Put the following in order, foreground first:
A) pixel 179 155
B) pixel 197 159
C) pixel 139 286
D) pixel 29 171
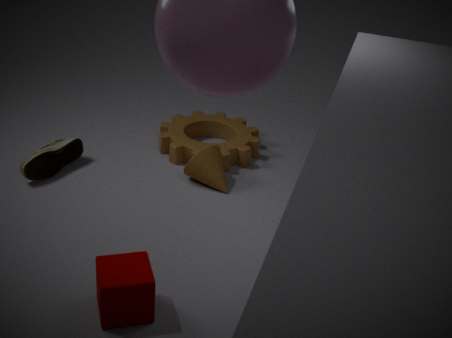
pixel 139 286 → pixel 29 171 → pixel 197 159 → pixel 179 155
